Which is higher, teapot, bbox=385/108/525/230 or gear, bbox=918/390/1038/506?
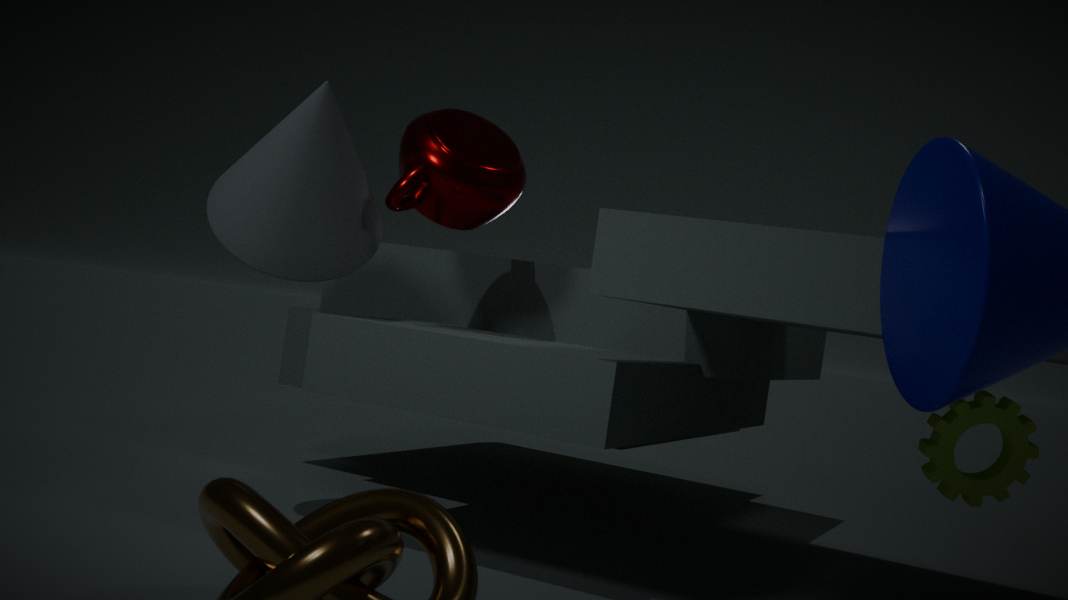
teapot, bbox=385/108/525/230
